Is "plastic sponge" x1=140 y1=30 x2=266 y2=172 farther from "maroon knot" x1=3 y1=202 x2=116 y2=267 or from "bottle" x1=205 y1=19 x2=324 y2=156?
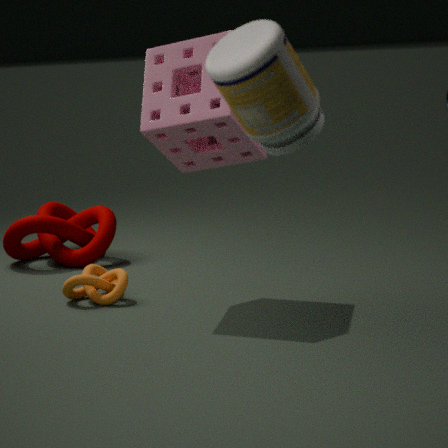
"bottle" x1=205 y1=19 x2=324 y2=156
